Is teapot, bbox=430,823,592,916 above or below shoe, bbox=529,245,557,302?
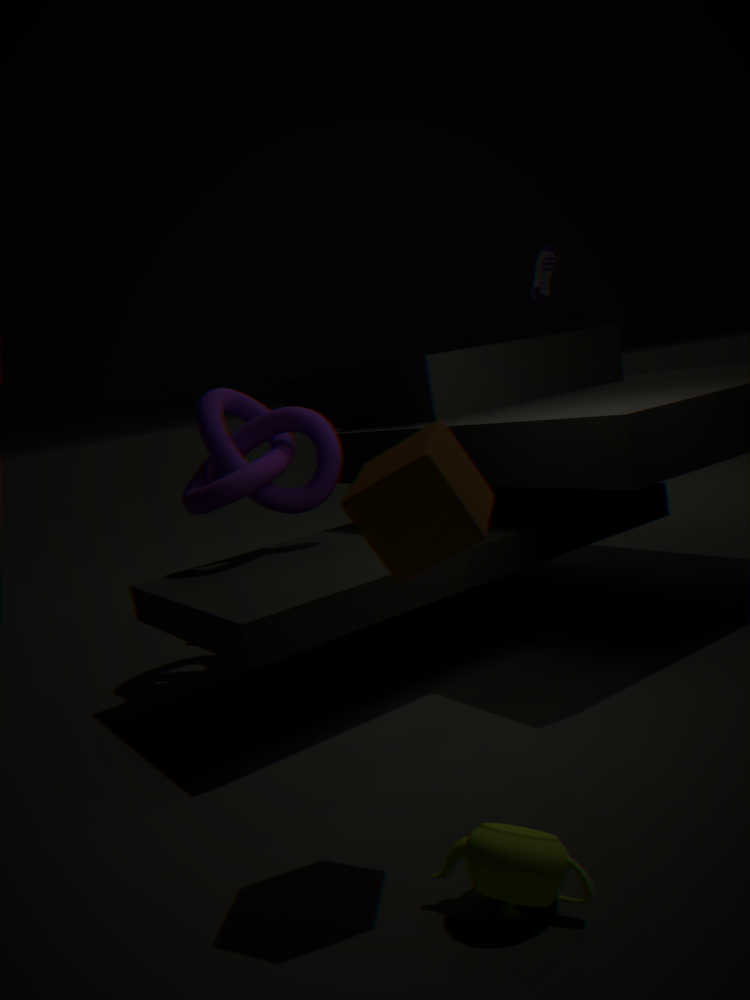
below
